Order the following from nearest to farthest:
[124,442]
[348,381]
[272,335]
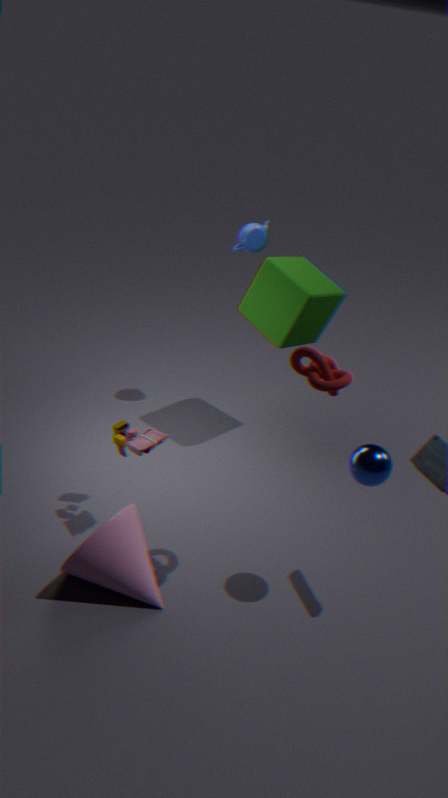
[348,381]
[124,442]
[272,335]
